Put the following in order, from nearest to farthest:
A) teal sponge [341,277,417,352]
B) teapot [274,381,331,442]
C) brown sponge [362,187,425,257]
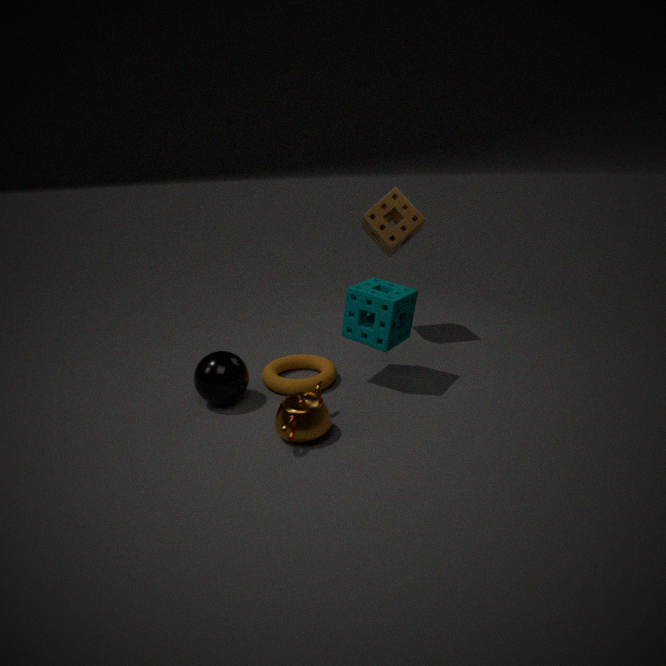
1. teapot [274,381,331,442]
2. teal sponge [341,277,417,352]
3. brown sponge [362,187,425,257]
